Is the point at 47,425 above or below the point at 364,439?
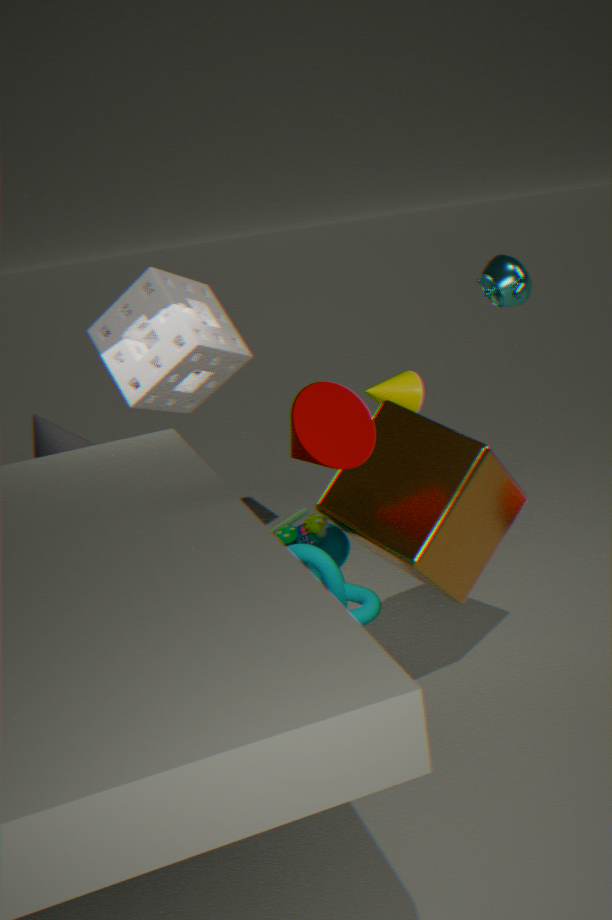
below
